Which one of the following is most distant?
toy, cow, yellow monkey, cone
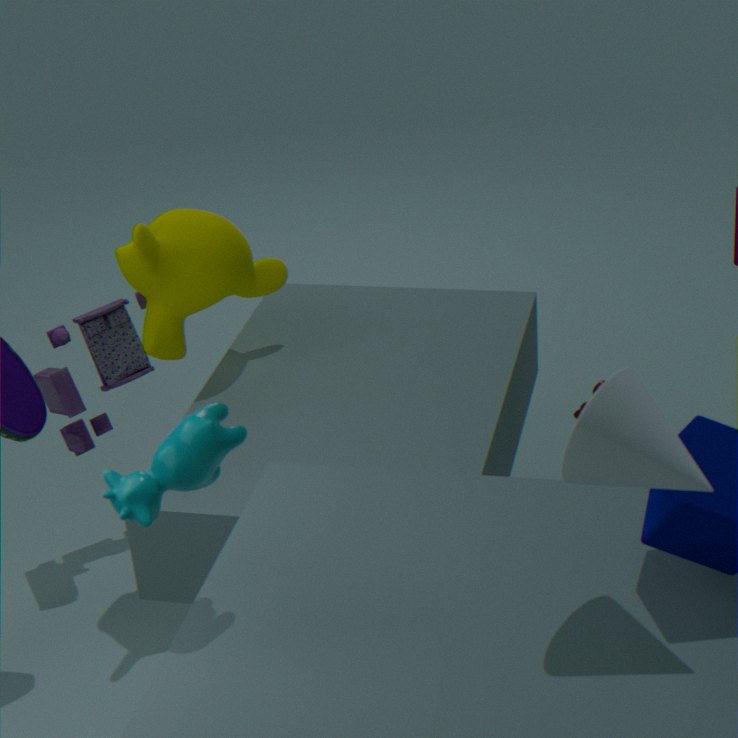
toy
